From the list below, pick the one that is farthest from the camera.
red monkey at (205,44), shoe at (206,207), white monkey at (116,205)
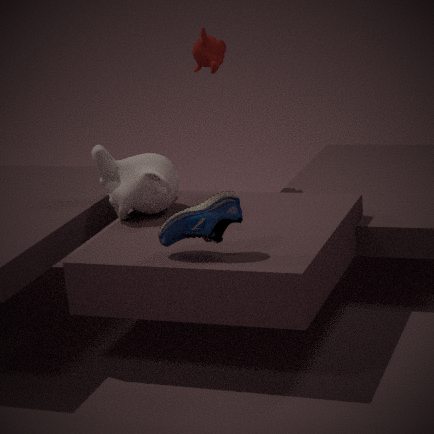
red monkey at (205,44)
